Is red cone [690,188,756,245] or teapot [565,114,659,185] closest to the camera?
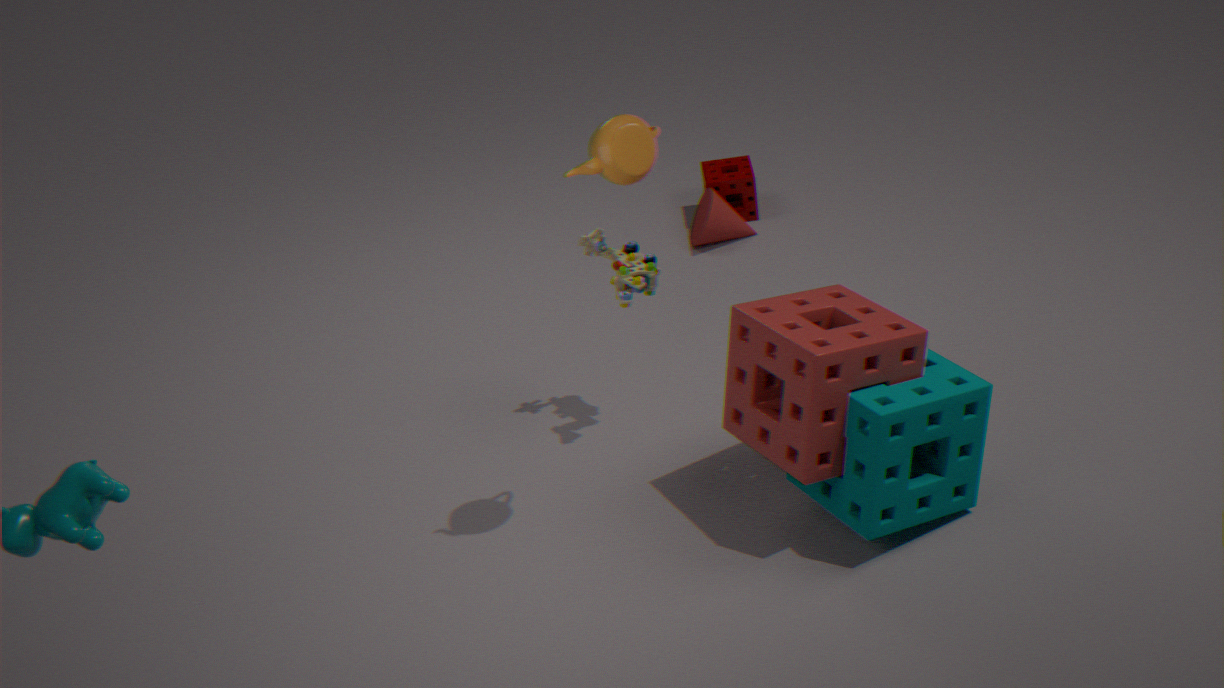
teapot [565,114,659,185]
